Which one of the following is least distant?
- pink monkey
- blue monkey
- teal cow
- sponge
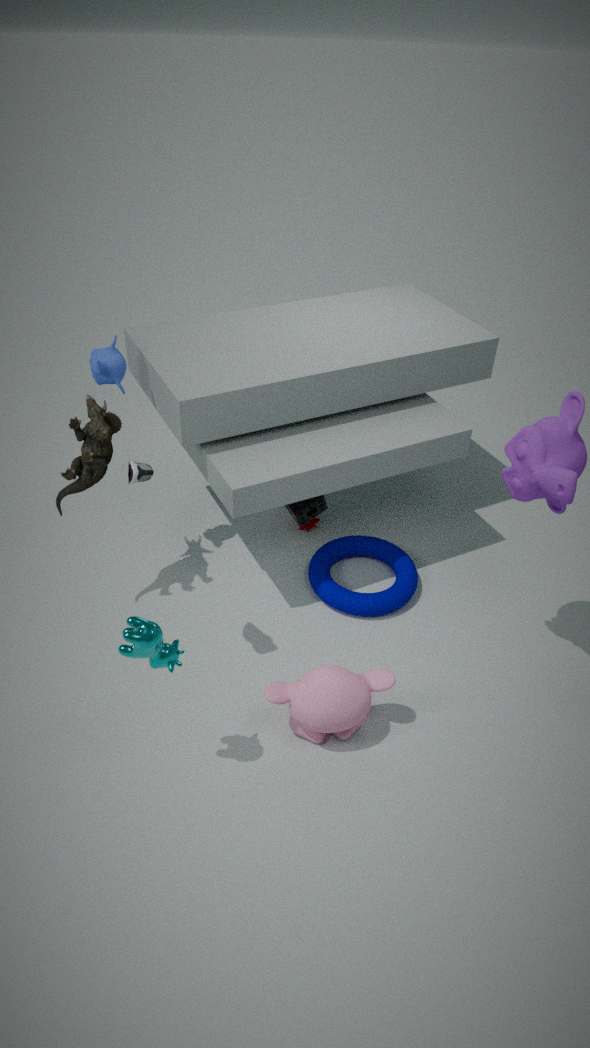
teal cow
